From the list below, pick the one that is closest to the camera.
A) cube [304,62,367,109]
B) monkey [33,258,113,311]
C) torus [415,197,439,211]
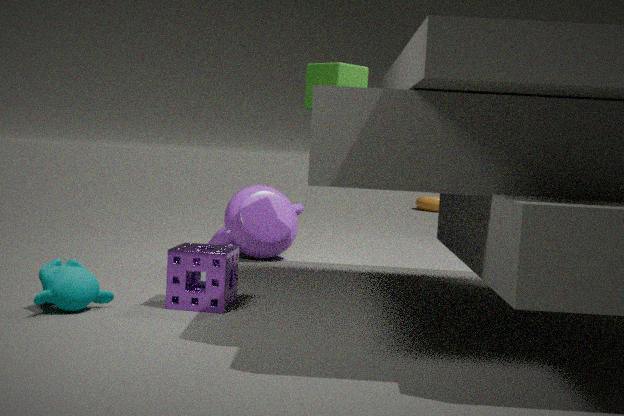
monkey [33,258,113,311]
